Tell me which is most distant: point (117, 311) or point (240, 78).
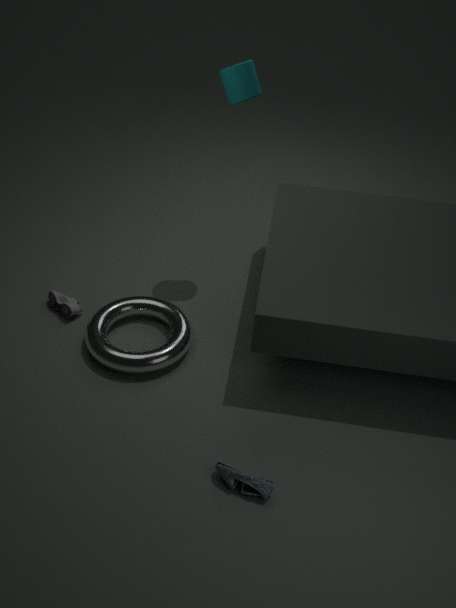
point (117, 311)
